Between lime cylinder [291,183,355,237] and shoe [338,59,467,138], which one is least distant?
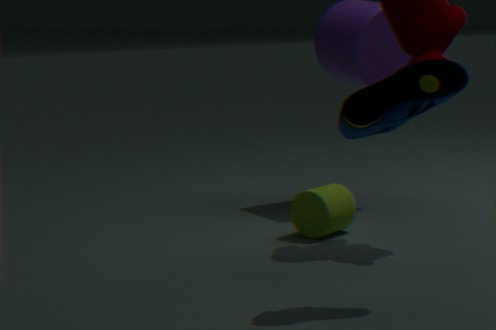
shoe [338,59,467,138]
